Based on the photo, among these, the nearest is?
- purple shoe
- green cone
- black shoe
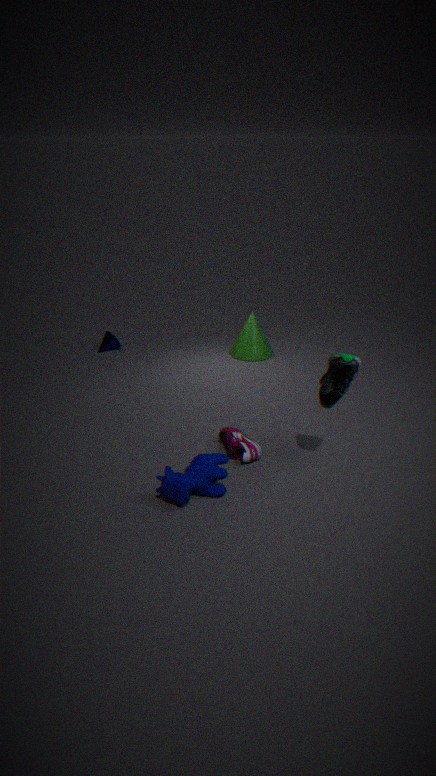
black shoe
